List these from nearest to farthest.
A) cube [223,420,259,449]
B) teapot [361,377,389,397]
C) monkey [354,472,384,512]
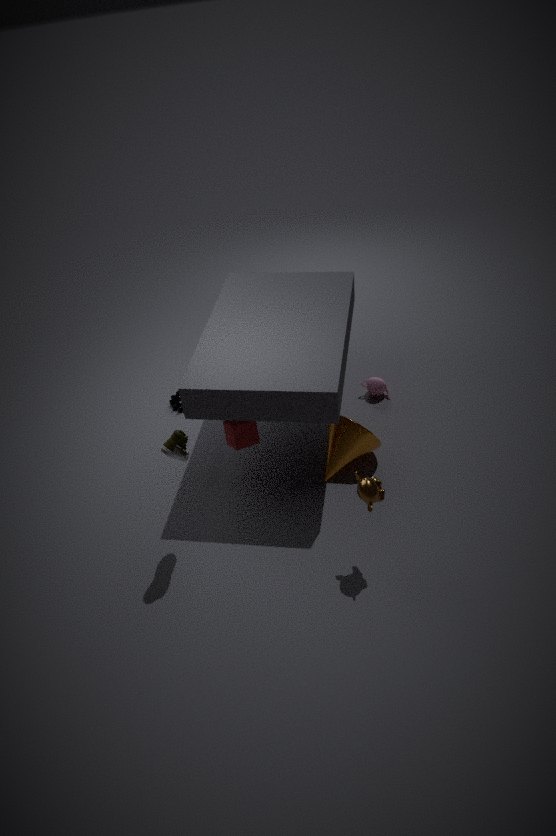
monkey [354,472,384,512] → cube [223,420,259,449] → teapot [361,377,389,397]
